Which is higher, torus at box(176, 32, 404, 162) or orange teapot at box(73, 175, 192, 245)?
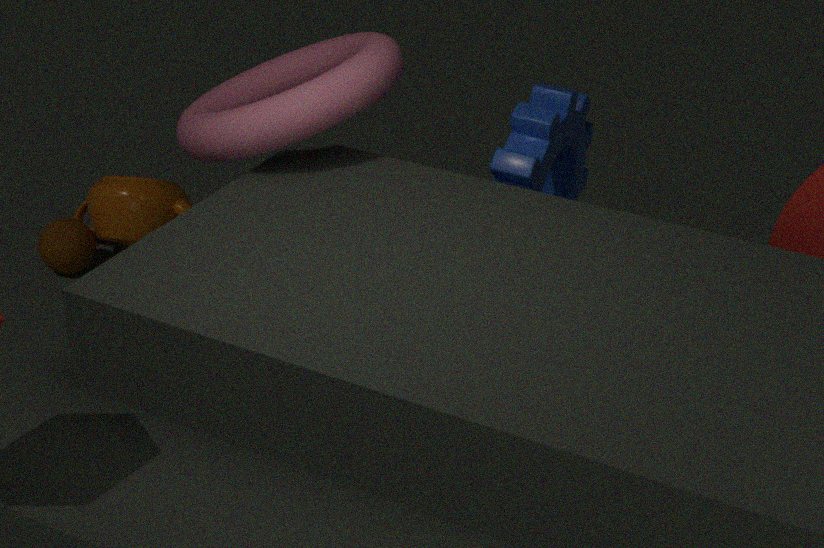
torus at box(176, 32, 404, 162)
